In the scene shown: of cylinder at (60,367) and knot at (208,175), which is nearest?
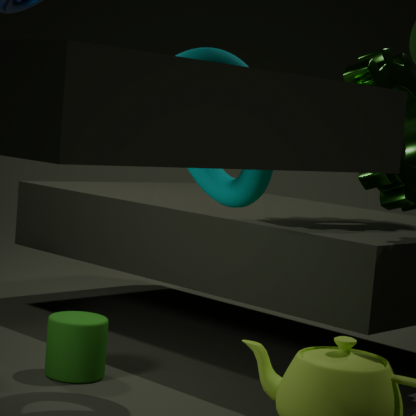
knot at (208,175)
